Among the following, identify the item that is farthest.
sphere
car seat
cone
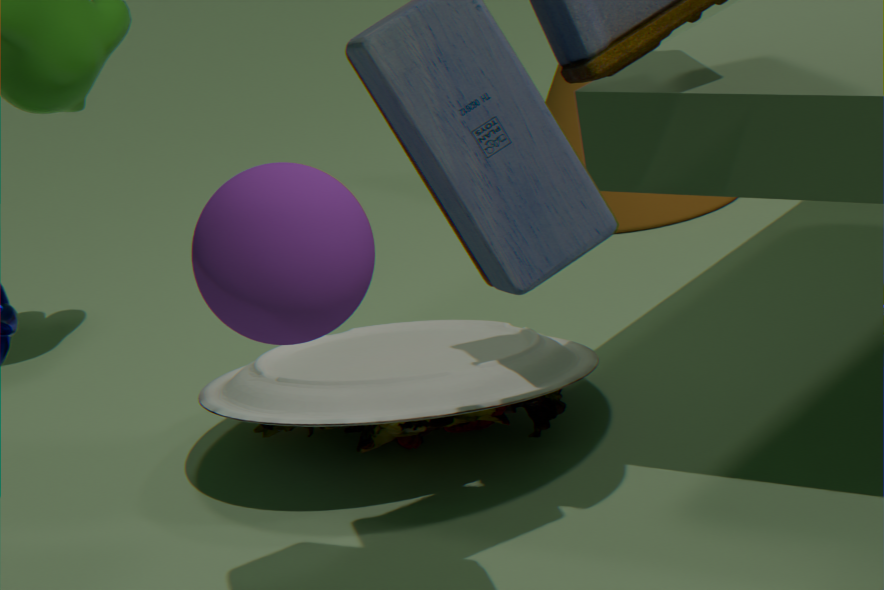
cone
